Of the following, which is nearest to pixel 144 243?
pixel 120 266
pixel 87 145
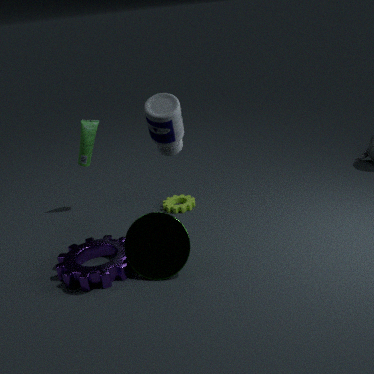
pixel 120 266
